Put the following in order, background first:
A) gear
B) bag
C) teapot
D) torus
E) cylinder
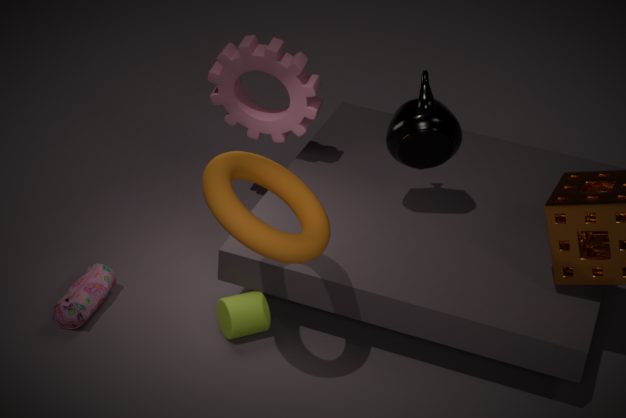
gear
teapot
bag
cylinder
torus
